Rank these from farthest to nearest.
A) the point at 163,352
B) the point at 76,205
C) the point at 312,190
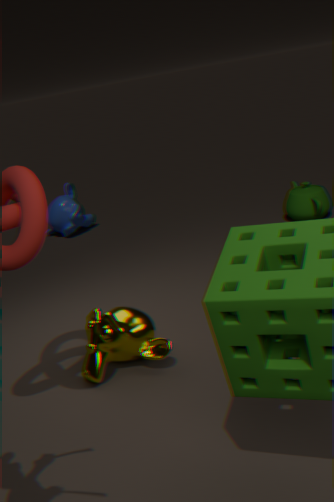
the point at 76,205, the point at 312,190, the point at 163,352
